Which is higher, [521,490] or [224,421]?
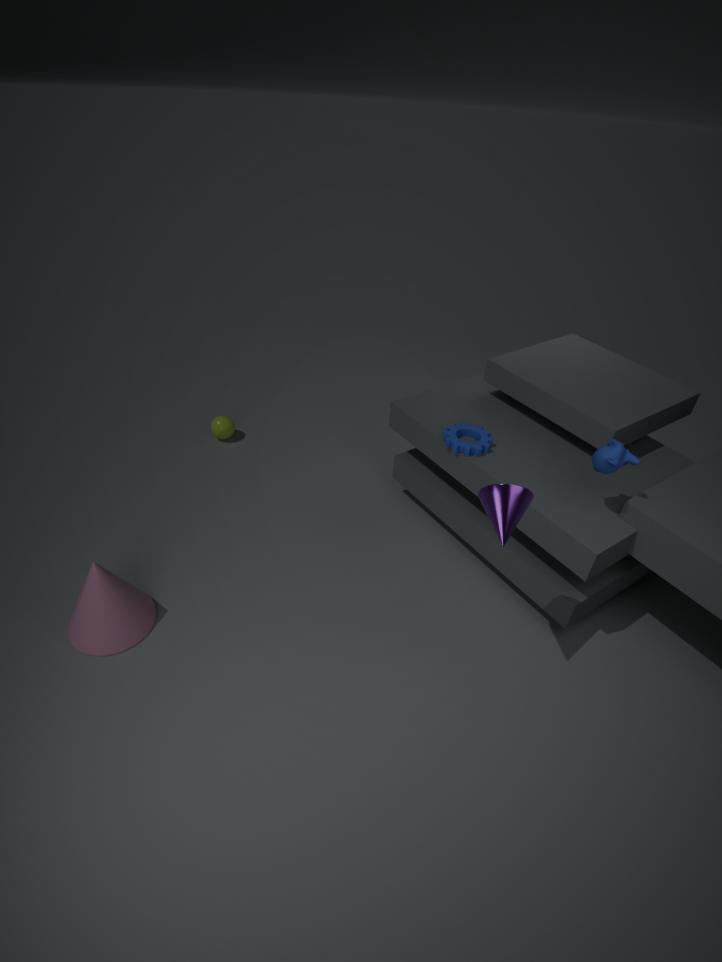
[521,490]
